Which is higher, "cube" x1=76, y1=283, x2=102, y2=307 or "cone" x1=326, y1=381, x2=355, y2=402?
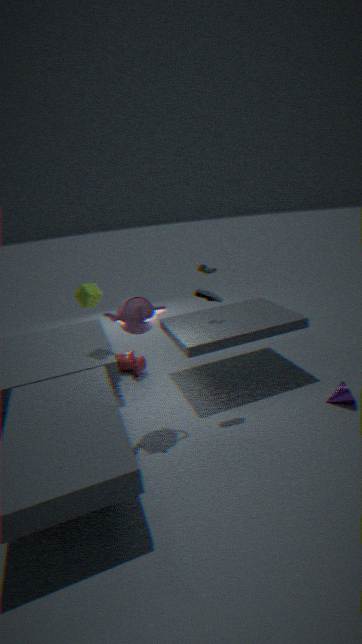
"cube" x1=76, y1=283, x2=102, y2=307
